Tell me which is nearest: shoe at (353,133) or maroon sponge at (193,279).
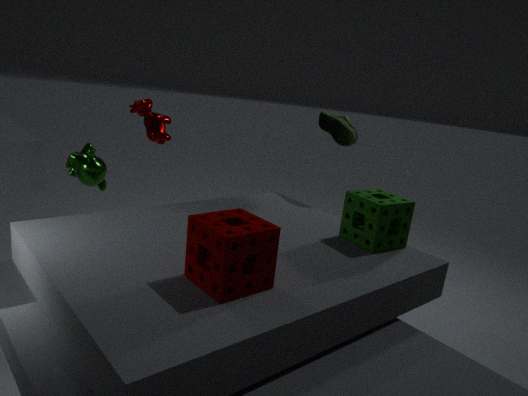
maroon sponge at (193,279)
